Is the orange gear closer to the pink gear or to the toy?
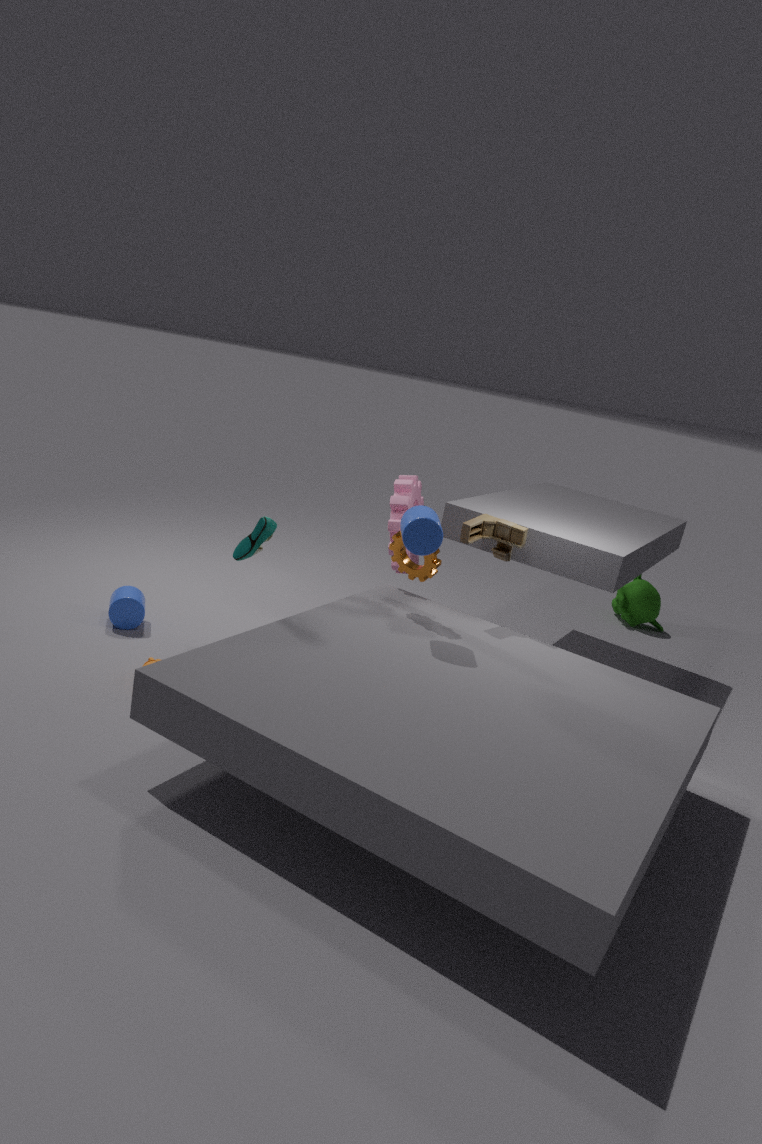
A: the toy
